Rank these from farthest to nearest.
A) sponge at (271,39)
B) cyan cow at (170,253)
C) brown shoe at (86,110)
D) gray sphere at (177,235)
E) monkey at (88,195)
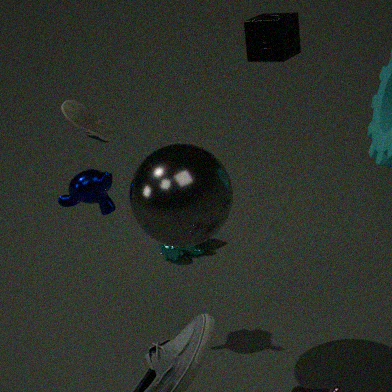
cyan cow at (170,253)
brown shoe at (86,110)
sponge at (271,39)
monkey at (88,195)
gray sphere at (177,235)
